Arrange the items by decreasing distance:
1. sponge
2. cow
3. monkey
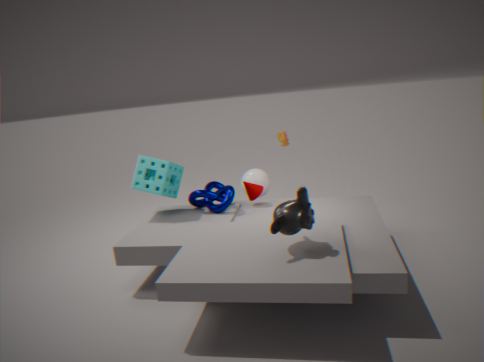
cow, sponge, monkey
